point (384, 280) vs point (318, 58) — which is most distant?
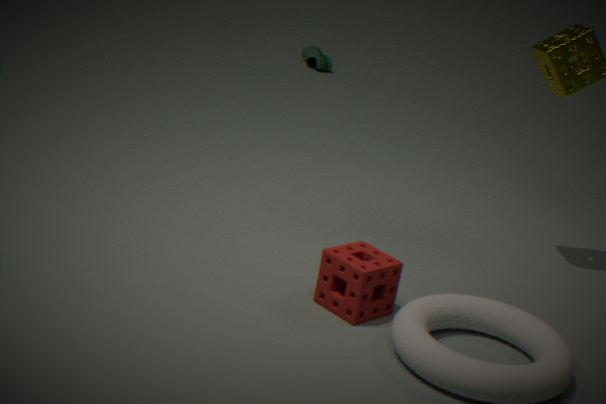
point (318, 58)
